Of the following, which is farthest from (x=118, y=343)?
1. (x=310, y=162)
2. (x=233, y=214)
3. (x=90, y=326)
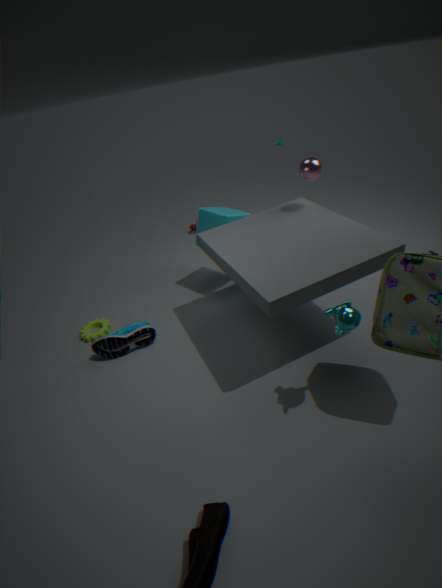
(x=310, y=162)
